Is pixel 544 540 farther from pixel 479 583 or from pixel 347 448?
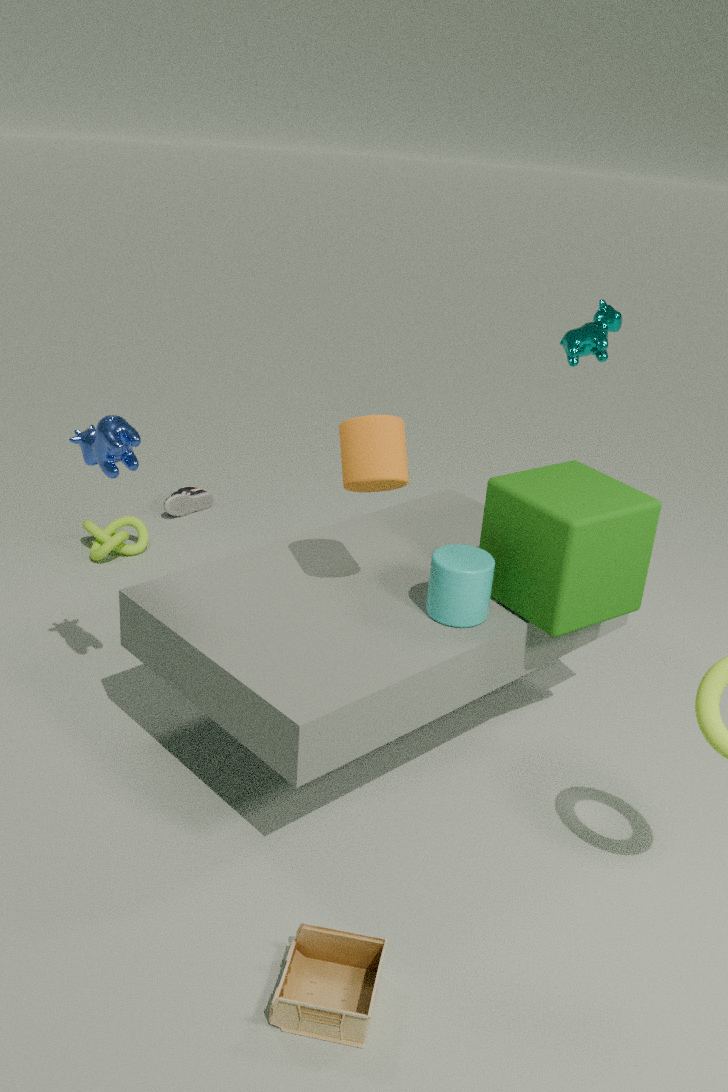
pixel 347 448
